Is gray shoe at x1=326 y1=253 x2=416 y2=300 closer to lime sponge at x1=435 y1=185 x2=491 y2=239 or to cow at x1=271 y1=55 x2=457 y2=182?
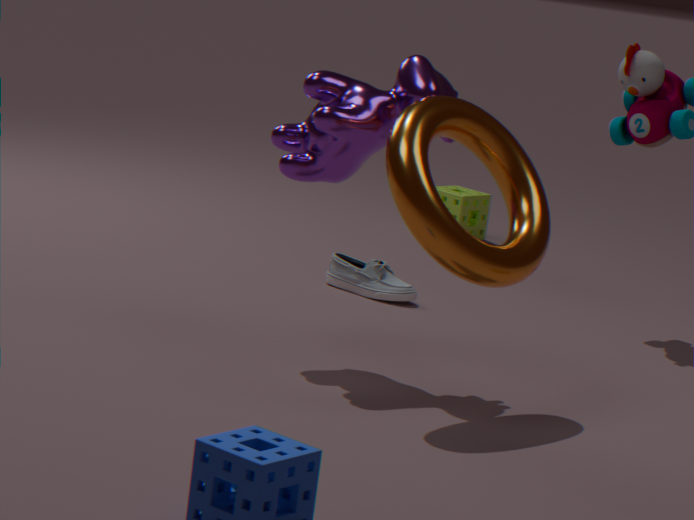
cow at x1=271 y1=55 x2=457 y2=182
